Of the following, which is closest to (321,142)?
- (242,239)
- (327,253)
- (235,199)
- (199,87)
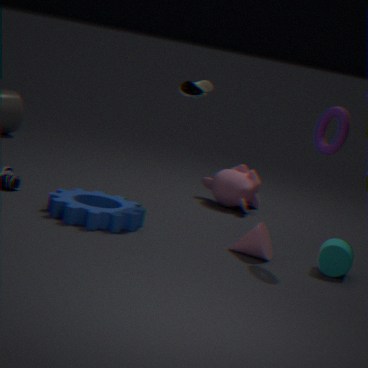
(327,253)
